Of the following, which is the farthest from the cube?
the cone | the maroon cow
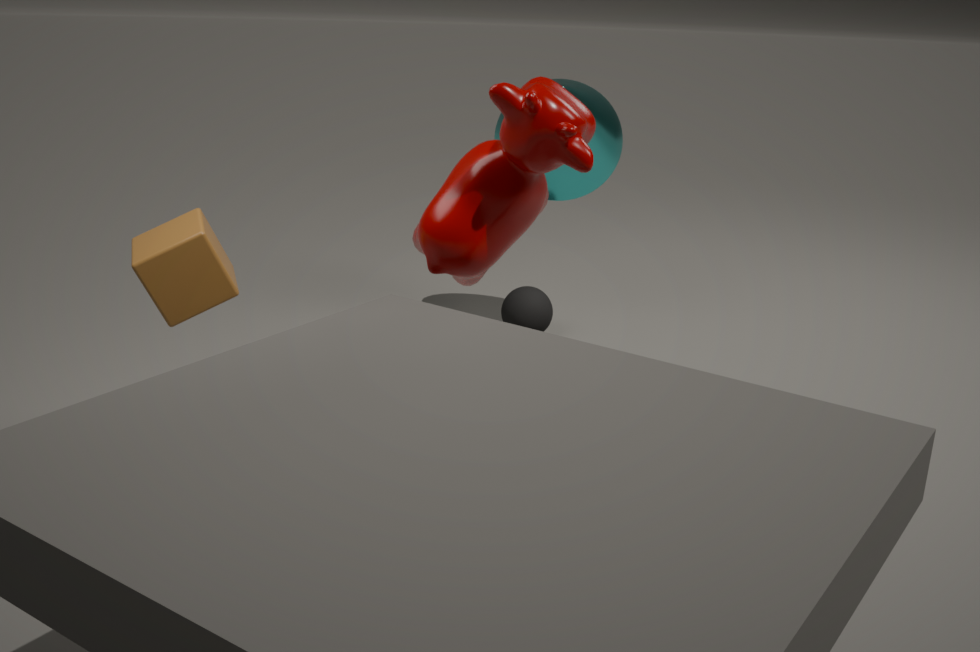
the cone
